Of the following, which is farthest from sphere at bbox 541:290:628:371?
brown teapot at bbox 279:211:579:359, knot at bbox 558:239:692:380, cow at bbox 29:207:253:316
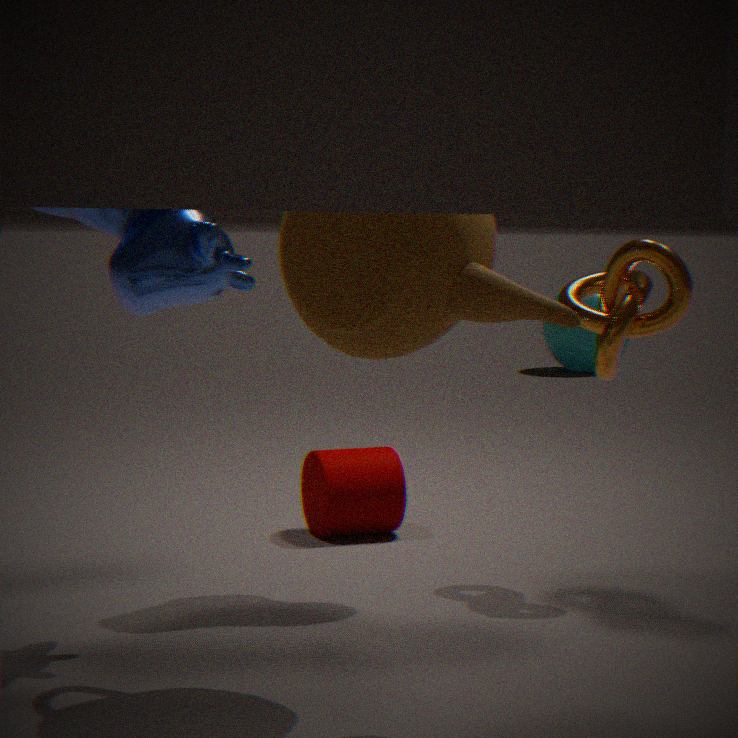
brown teapot at bbox 279:211:579:359
